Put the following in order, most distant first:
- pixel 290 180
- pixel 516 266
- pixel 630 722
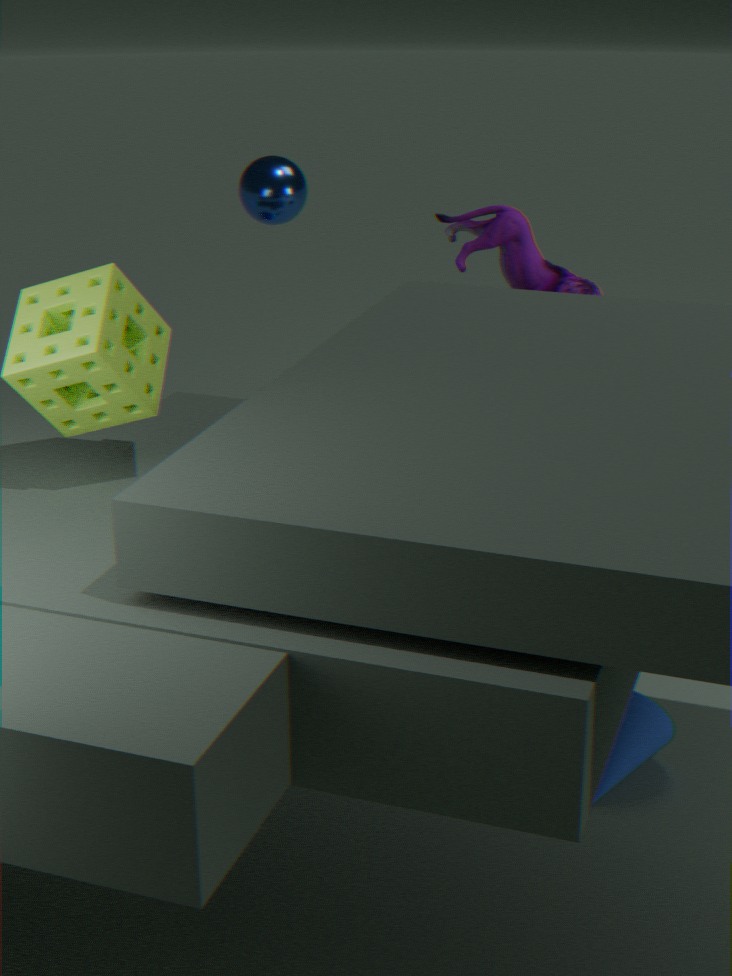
pixel 290 180, pixel 516 266, pixel 630 722
